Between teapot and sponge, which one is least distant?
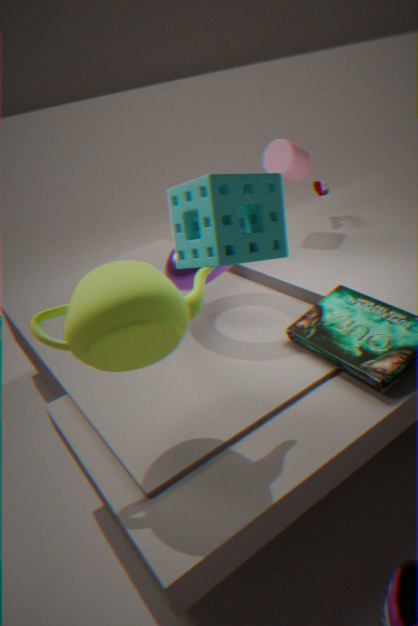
sponge
